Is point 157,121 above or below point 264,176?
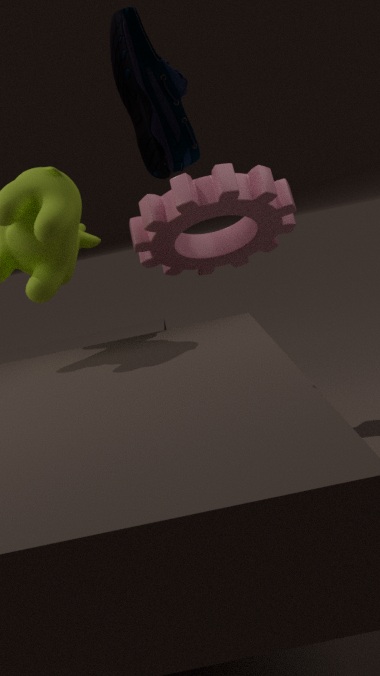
above
